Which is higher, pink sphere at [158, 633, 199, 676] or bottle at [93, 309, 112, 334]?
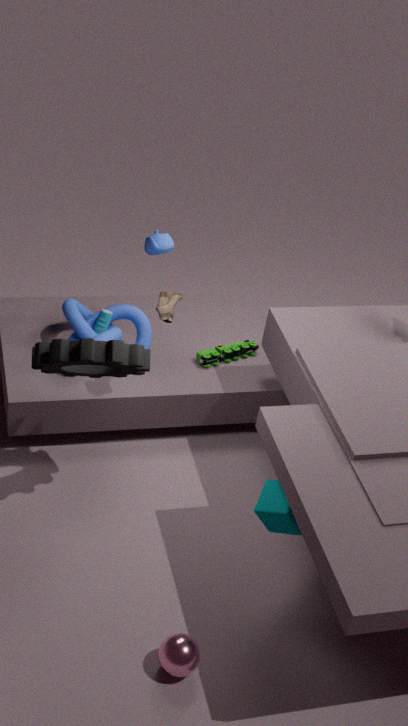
bottle at [93, 309, 112, 334]
